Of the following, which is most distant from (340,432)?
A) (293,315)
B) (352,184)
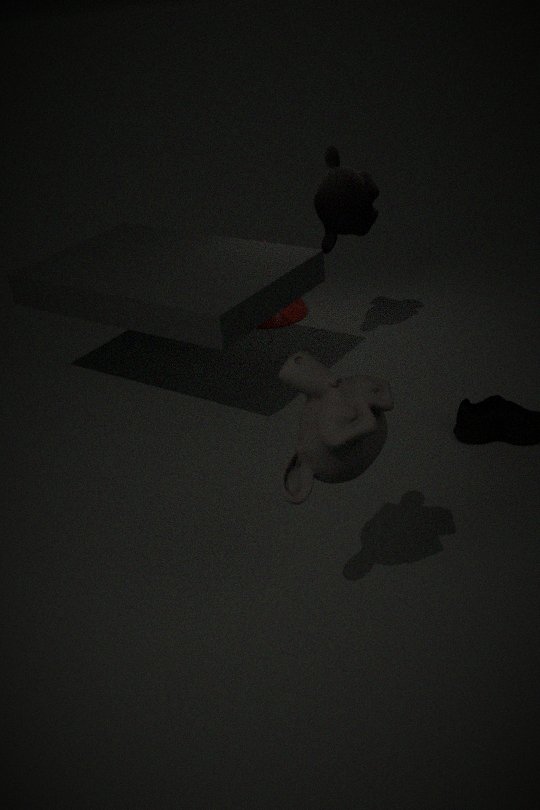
(293,315)
